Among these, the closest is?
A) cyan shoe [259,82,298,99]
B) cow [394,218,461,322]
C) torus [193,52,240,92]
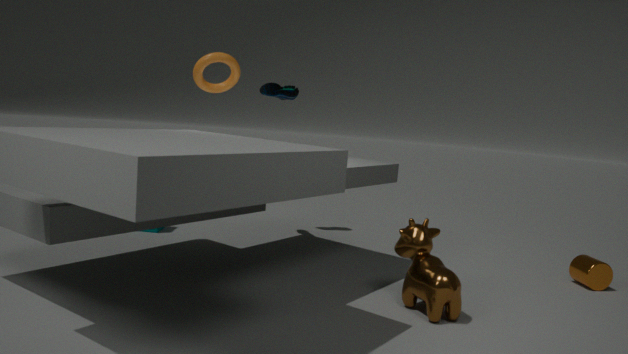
cow [394,218,461,322]
